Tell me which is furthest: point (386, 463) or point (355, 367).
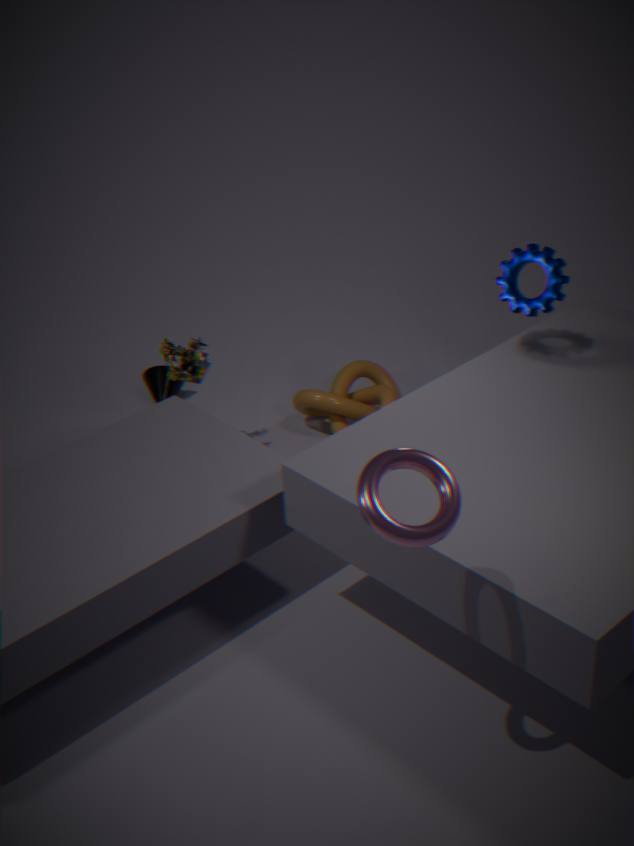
point (355, 367)
